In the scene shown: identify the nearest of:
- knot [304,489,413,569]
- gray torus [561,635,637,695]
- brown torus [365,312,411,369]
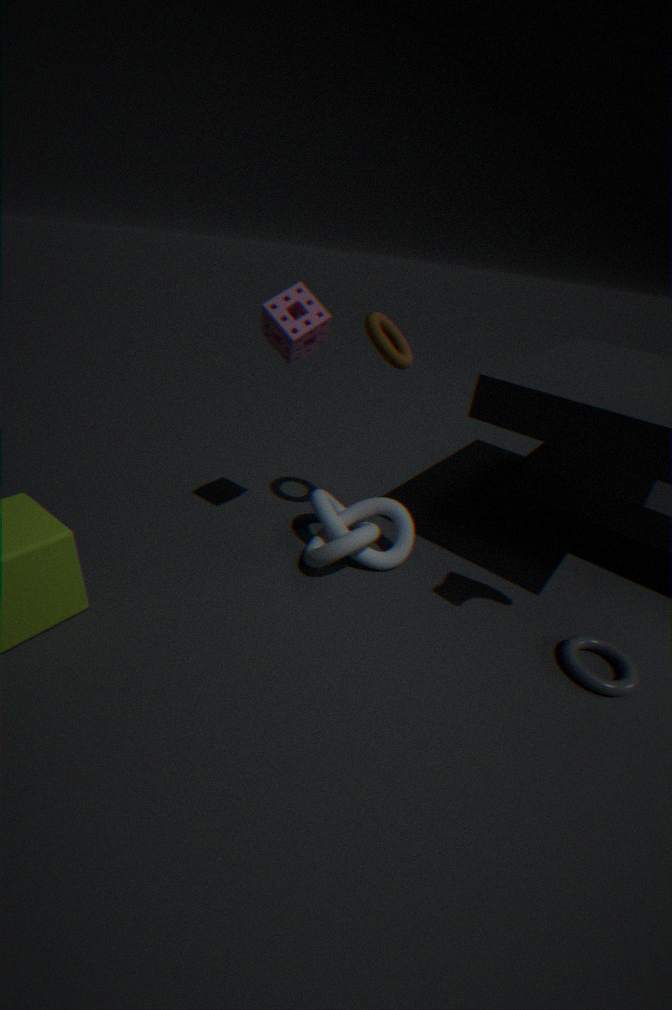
gray torus [561,635,637,695]
